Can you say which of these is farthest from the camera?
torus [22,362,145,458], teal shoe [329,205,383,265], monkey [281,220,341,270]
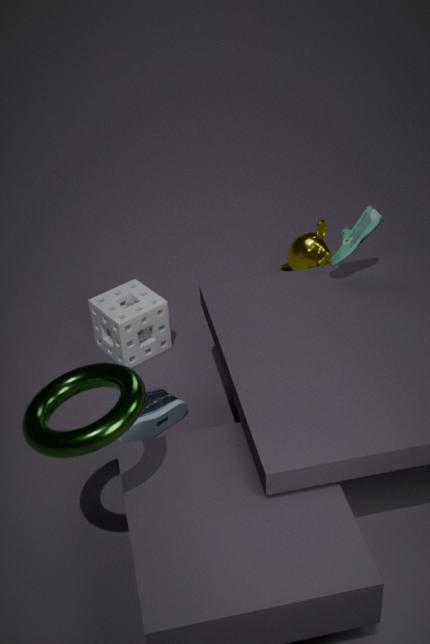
monkey [281,220,341,270]
